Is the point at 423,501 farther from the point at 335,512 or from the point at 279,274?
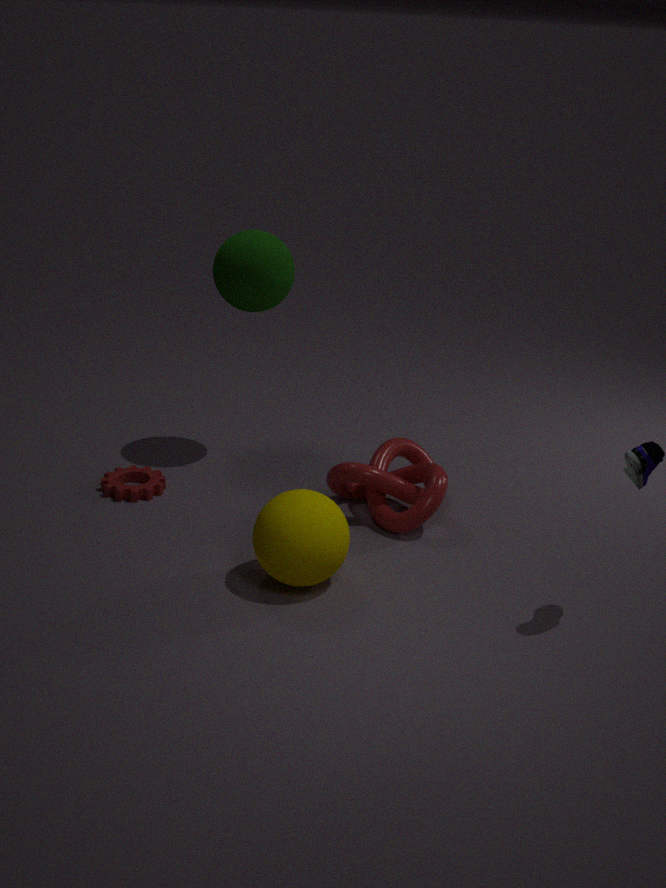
the point at 279,274
